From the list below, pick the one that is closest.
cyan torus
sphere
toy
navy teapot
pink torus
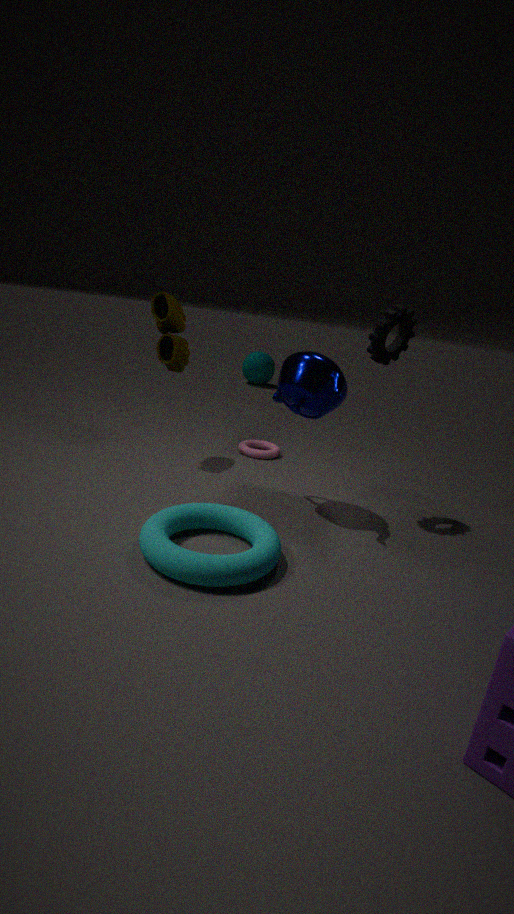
cyan torus
